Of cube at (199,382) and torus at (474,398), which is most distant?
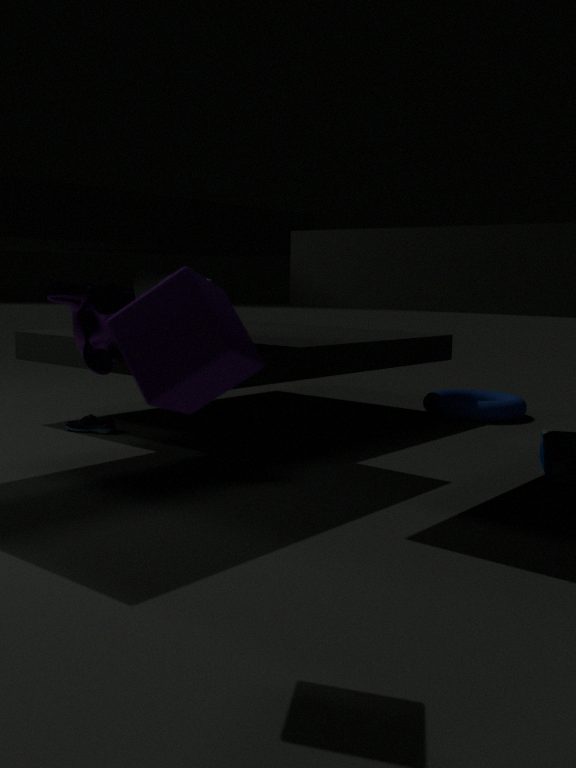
torus at (474,398)
